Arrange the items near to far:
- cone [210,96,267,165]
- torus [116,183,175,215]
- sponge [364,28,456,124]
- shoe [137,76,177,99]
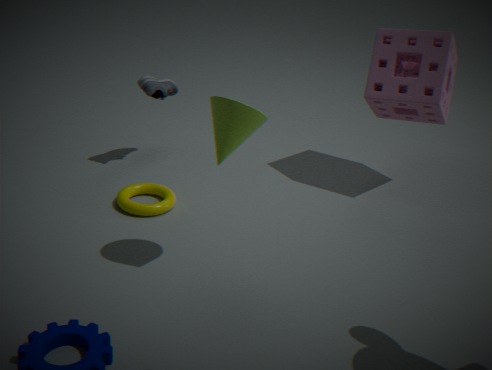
cone [210,96,267,165], torus [116,183,175,215], sponge [364,28,456,124], shoe [137,76,177,99]
